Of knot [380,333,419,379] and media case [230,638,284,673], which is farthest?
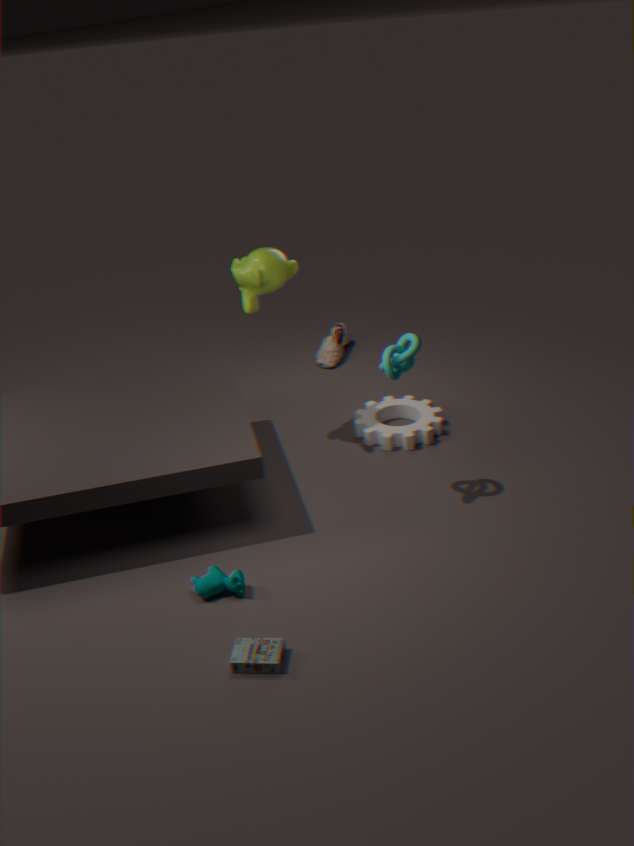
knot [380,333,419,379]
